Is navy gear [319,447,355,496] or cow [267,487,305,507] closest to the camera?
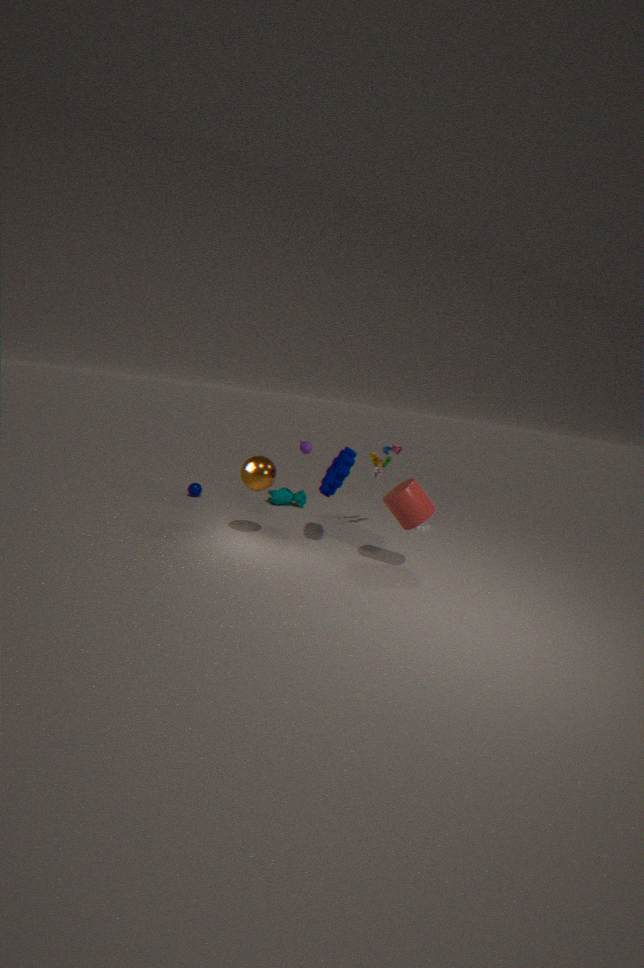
Answer: navy gear [319,447,355,496]
